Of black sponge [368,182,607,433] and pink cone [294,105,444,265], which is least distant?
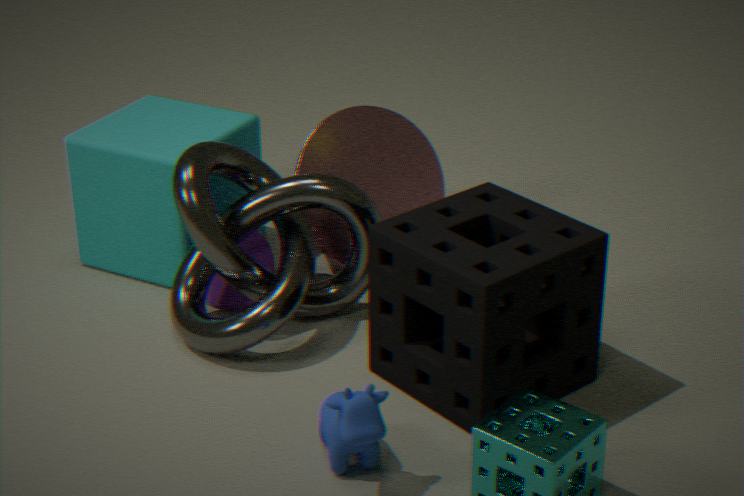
black sponge [368,182,607,433]
